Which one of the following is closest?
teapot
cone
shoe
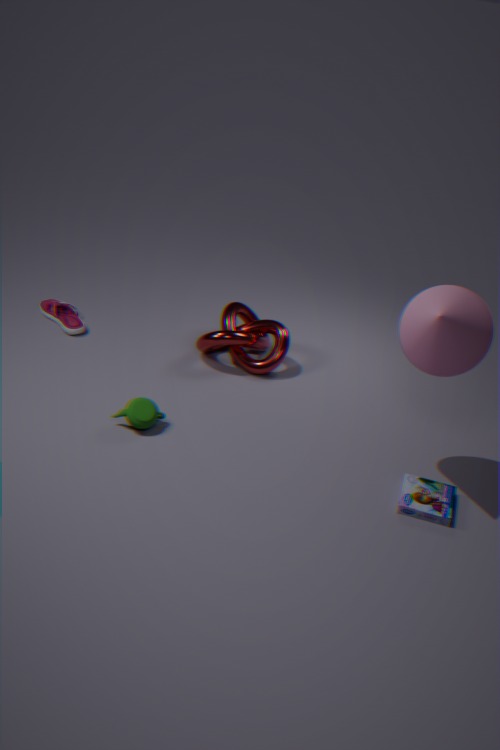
cone
